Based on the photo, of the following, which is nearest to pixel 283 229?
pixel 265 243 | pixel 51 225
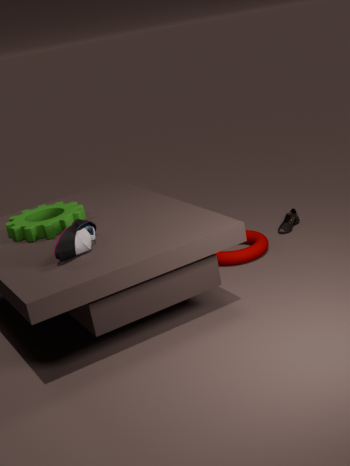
pixel 265 243
